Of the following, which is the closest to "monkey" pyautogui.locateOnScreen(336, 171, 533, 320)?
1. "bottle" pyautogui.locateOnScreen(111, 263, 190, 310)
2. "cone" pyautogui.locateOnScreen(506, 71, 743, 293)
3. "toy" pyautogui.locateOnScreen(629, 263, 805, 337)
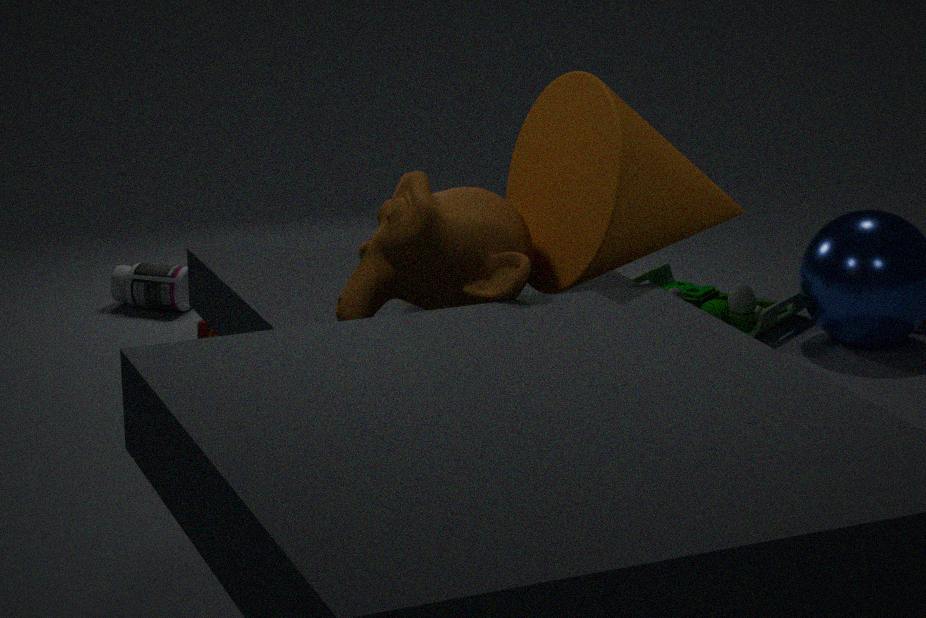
"cone" pyautogui.locateOnScreen(506, 71, 743, 293)
